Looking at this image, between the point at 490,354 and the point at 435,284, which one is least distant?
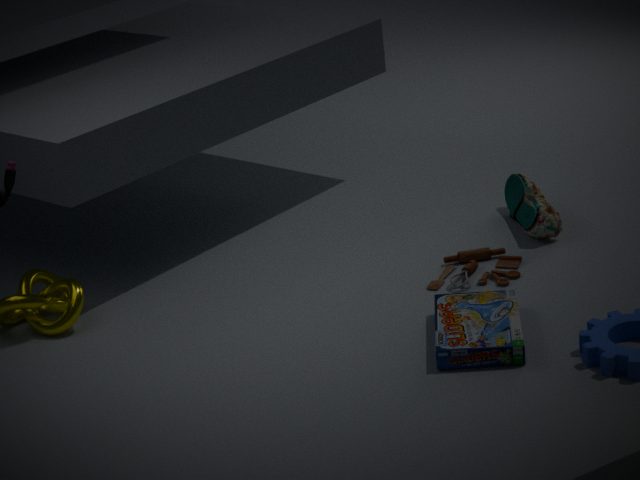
the point at 490,354
